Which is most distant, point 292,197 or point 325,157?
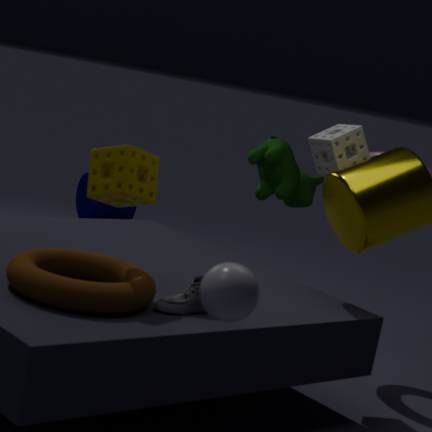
point 292,197
